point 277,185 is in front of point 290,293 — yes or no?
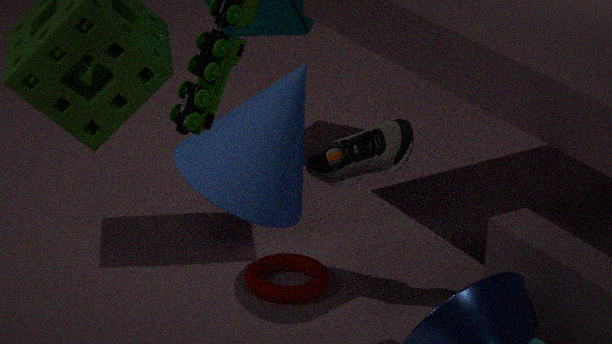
Yes
